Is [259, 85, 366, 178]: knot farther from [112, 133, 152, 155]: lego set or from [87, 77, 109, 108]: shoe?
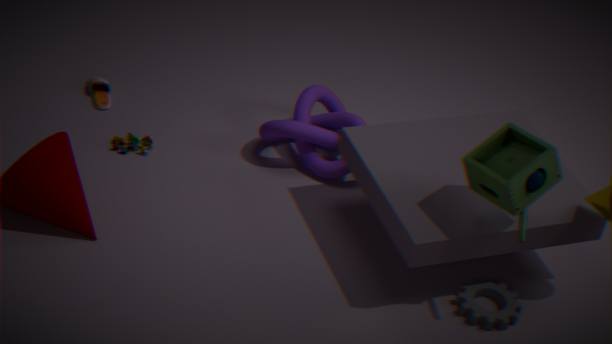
[87, 77, 109, 108]: shoe
